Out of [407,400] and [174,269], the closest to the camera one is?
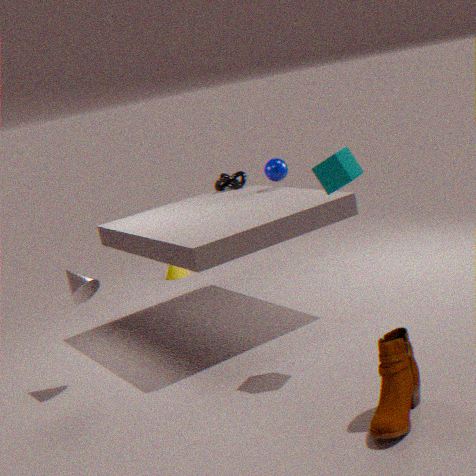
[407,400]
